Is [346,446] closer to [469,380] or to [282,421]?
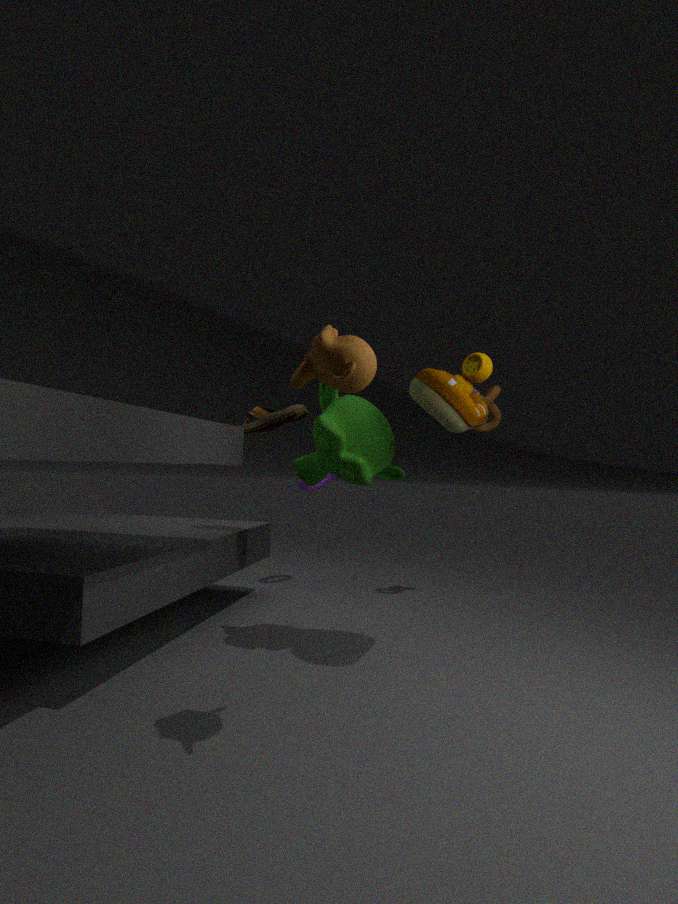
[469,380]
